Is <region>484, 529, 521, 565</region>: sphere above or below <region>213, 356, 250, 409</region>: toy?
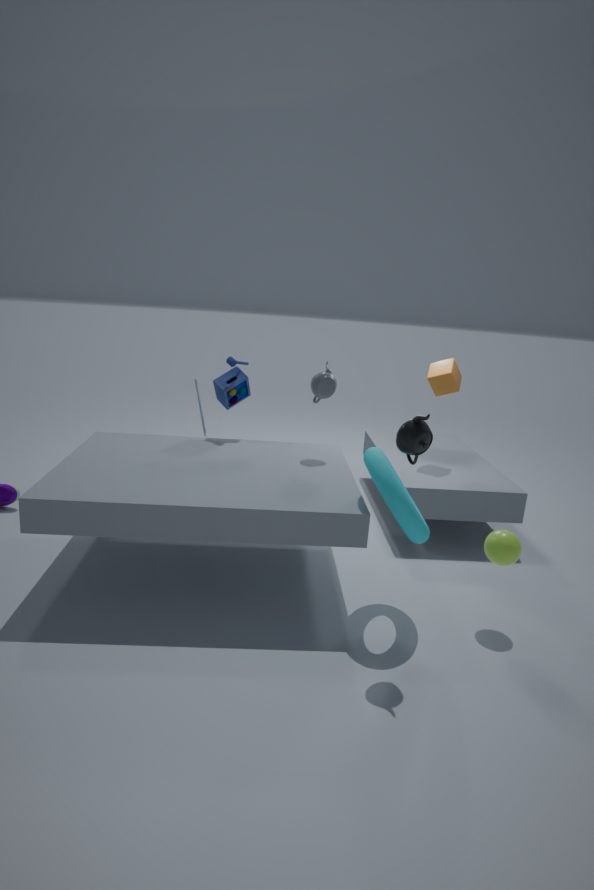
below
